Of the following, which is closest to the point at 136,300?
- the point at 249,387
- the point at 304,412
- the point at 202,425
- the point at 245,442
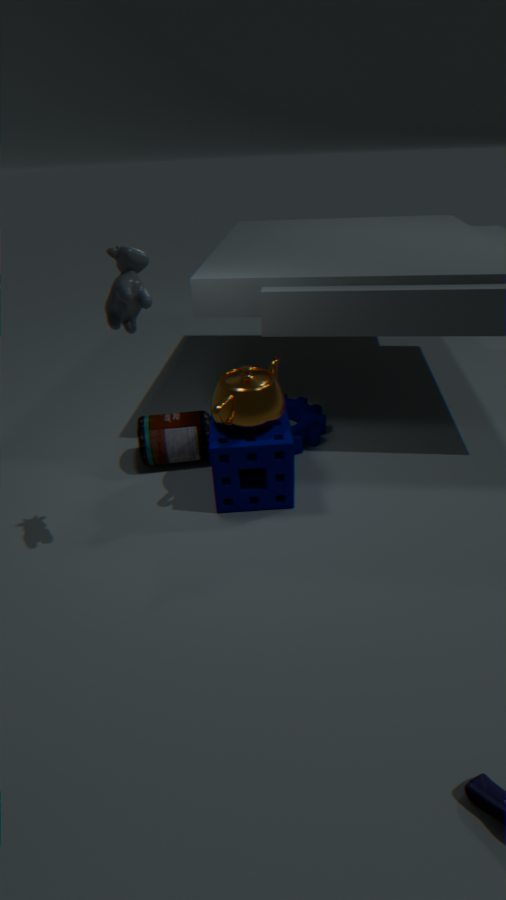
the point at 249,387
